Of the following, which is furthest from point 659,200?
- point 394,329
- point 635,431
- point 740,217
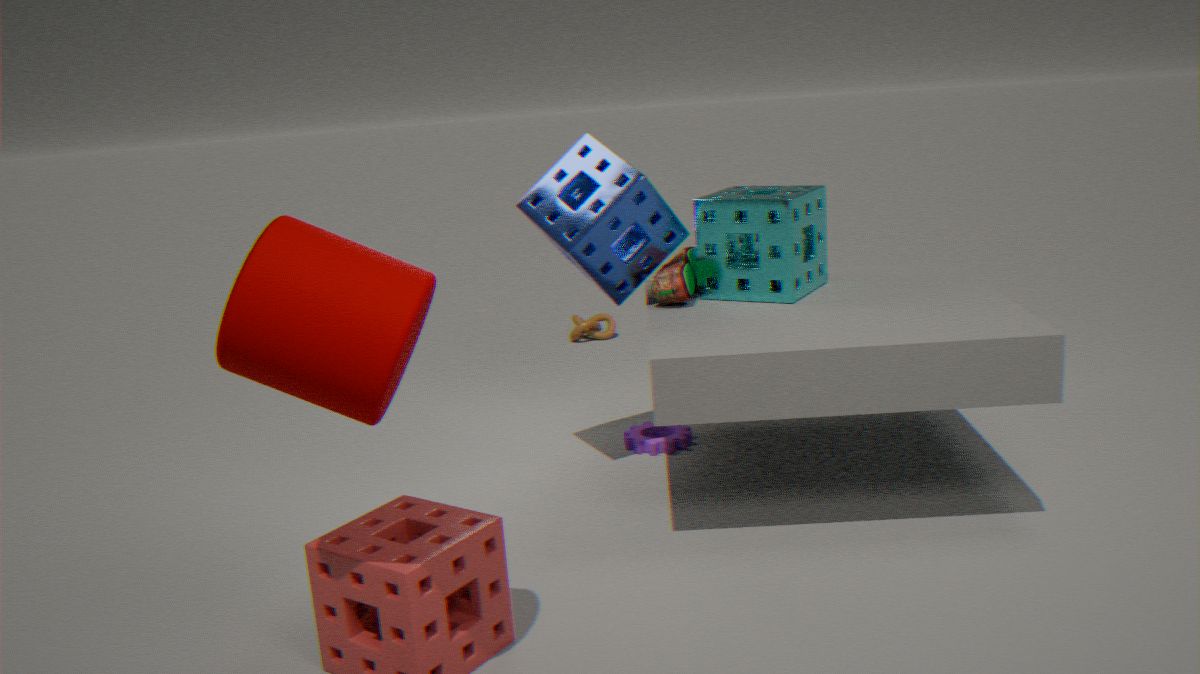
point 394,329
